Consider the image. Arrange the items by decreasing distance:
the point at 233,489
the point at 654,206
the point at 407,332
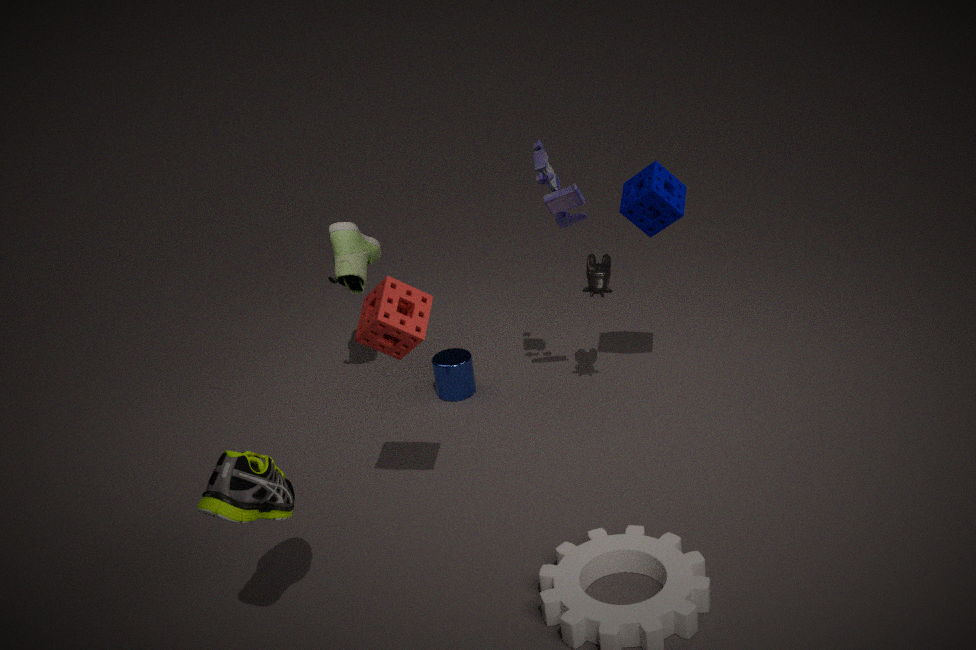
the point at 654,206 → the point at 407,332 → the point at 233,489
